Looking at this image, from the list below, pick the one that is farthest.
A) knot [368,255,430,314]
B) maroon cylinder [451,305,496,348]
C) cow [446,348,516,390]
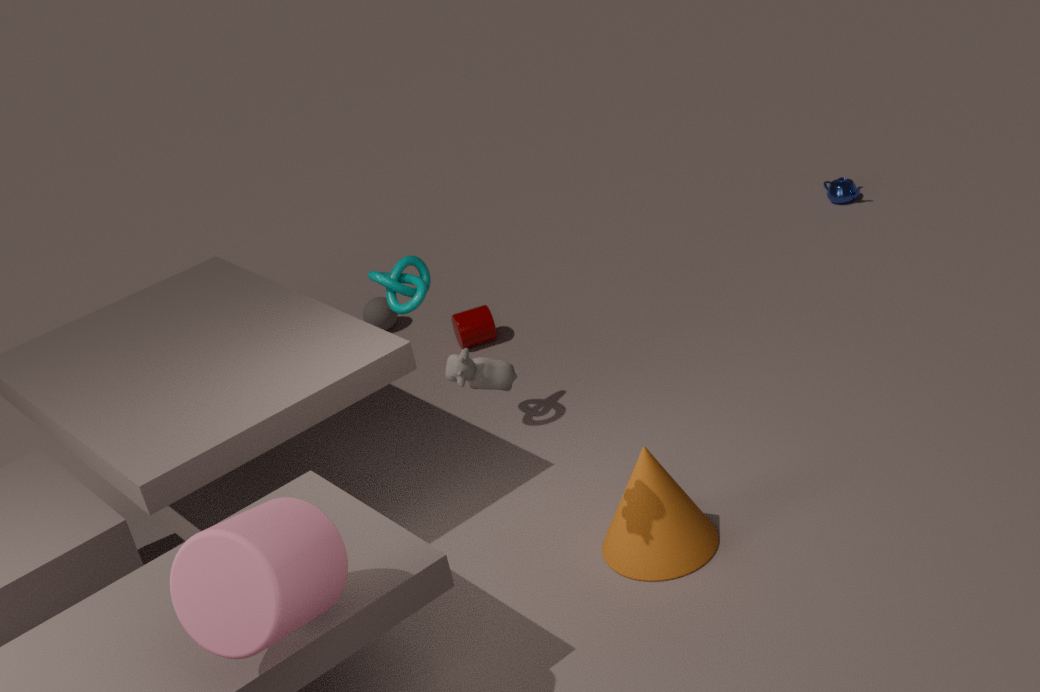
maroon cylinder [451,305,496,348]
